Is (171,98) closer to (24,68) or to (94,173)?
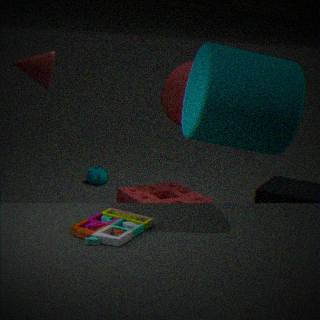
(24,68)
